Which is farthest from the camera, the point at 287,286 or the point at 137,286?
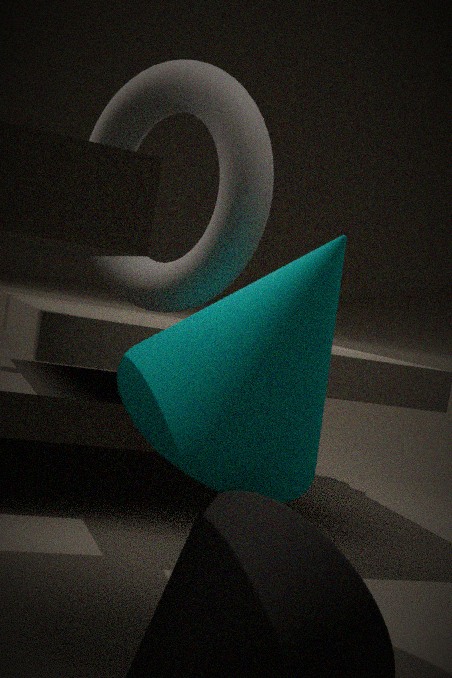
the point at 137,286
